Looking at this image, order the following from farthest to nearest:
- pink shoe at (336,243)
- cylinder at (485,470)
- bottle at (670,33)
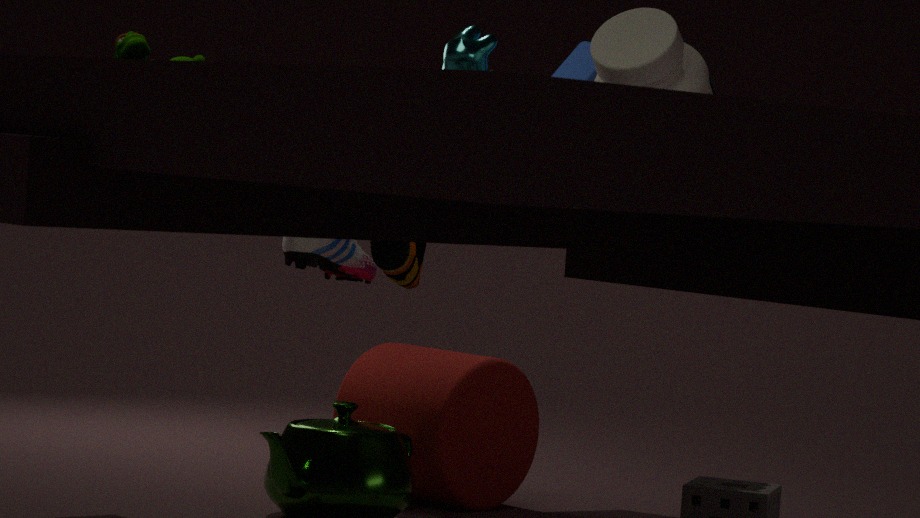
1. pink shoe at (336,243)
2. cylinder at (485,470)
3. bottle at (670,33)
